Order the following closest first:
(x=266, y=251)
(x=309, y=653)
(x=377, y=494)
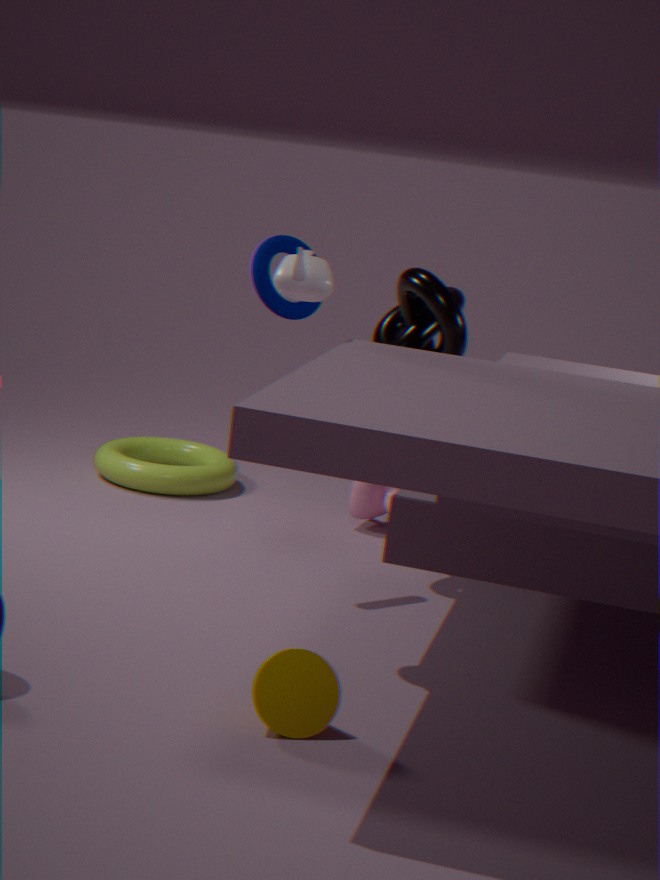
(x=309, y=653), (x=266, y=251), (x=377, y=494)
